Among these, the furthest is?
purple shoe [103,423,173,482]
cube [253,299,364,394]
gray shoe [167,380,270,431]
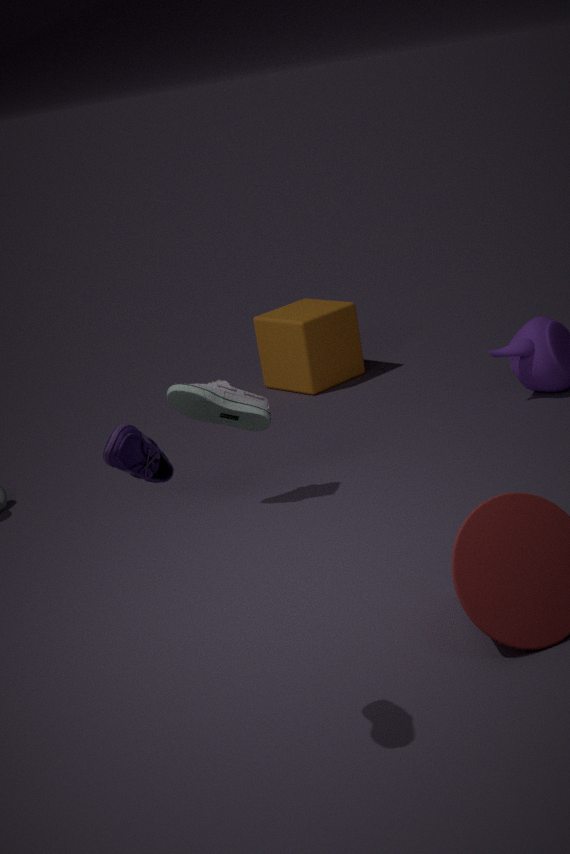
cube [253,299,364,394]
